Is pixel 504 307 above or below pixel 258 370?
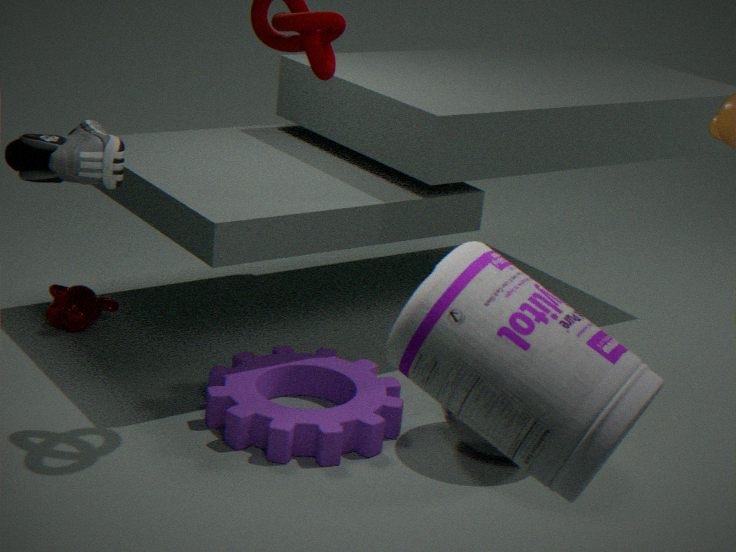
above
